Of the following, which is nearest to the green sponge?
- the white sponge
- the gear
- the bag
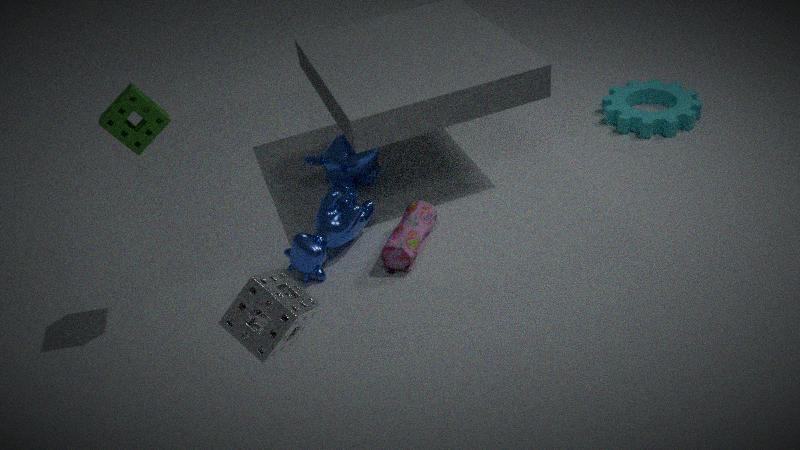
the white sponge
